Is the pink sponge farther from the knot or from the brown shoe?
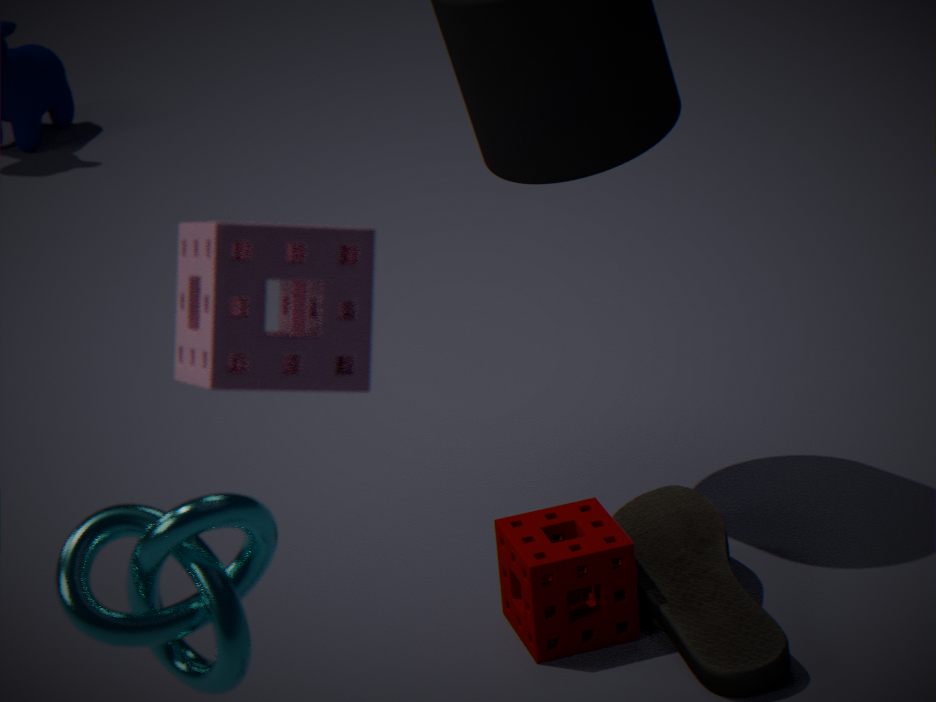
the brown shoe
